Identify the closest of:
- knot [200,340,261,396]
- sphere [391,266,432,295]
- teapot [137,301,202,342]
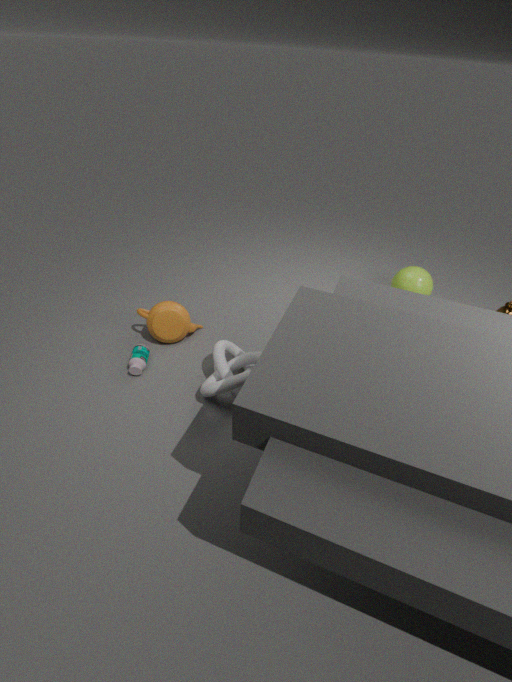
knot [200,340,261,396]
